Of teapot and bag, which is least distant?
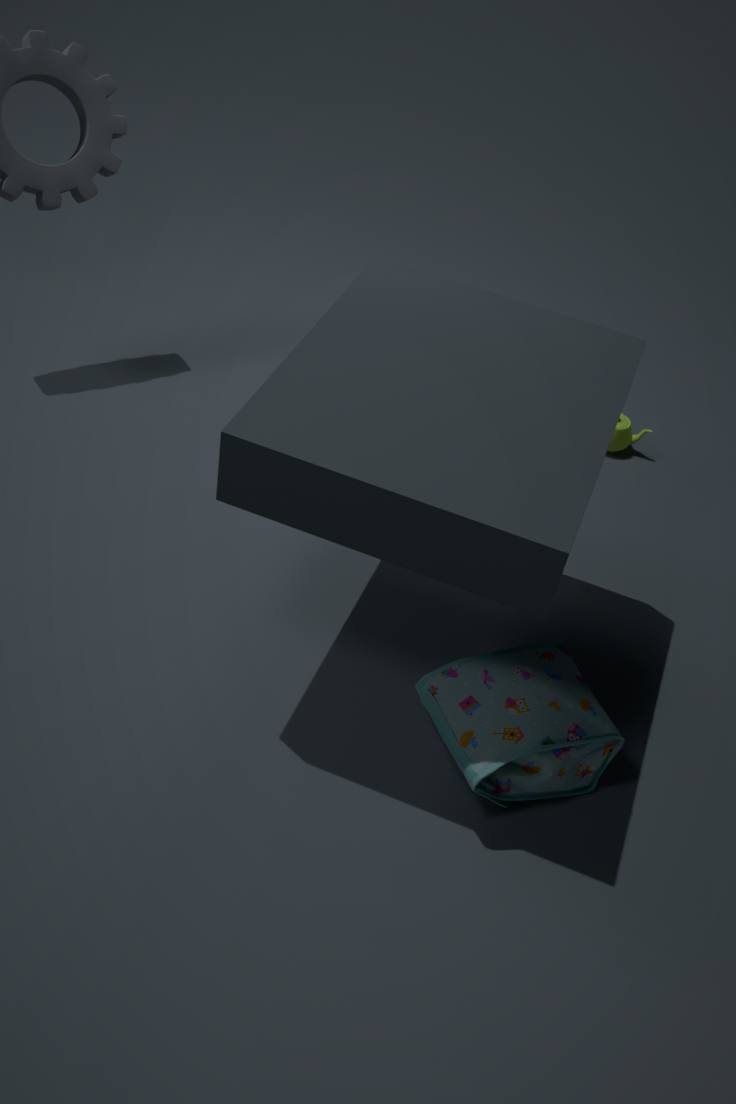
bag
